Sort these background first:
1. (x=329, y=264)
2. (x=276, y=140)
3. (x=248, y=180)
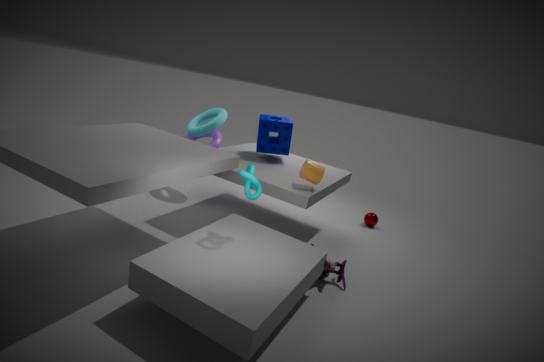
(x=276, y=140) → (x=329, y=264) → (x=248, y=180)
